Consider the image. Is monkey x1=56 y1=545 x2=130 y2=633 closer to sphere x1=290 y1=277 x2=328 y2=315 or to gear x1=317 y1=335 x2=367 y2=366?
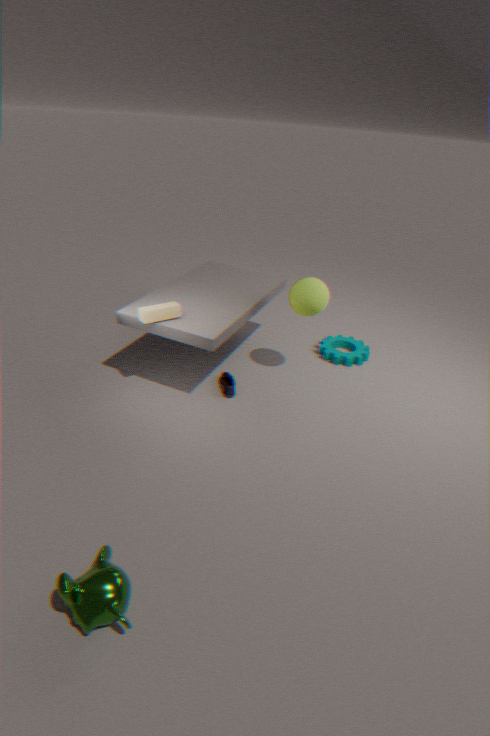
sphere x1=290 y1=277 x2=328 y2=315
